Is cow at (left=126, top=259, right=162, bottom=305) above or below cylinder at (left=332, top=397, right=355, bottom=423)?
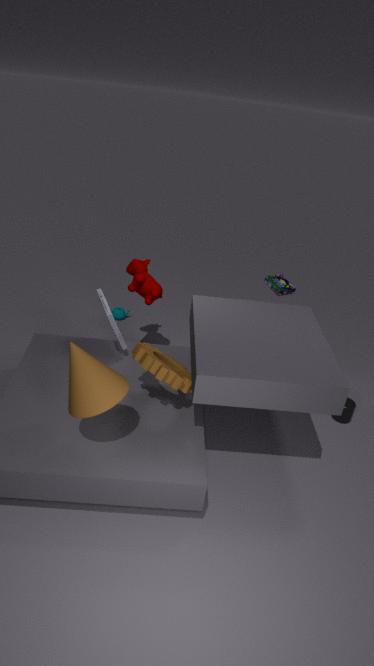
above
